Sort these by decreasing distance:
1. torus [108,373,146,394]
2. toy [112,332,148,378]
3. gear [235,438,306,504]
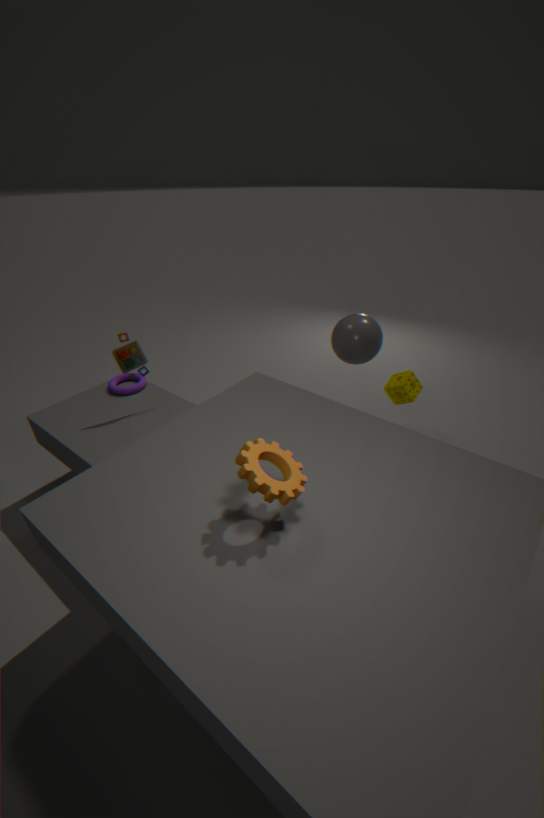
torus [108,373,146,394]
toy [112,332,148,378]
gear [235,438,306,504]
